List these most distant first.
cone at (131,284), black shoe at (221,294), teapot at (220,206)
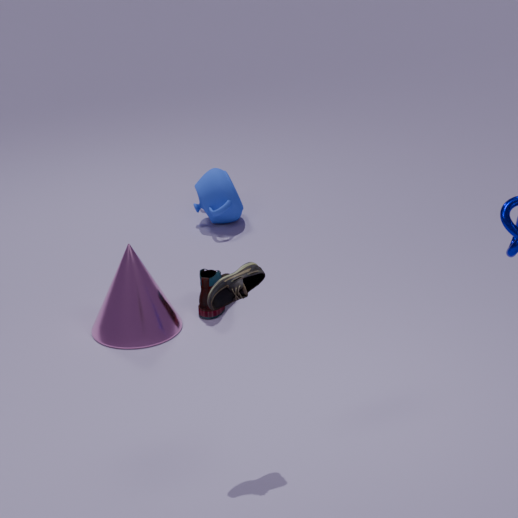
teapot at (220,206), cone at (131,284), black shoe at (221,294)
